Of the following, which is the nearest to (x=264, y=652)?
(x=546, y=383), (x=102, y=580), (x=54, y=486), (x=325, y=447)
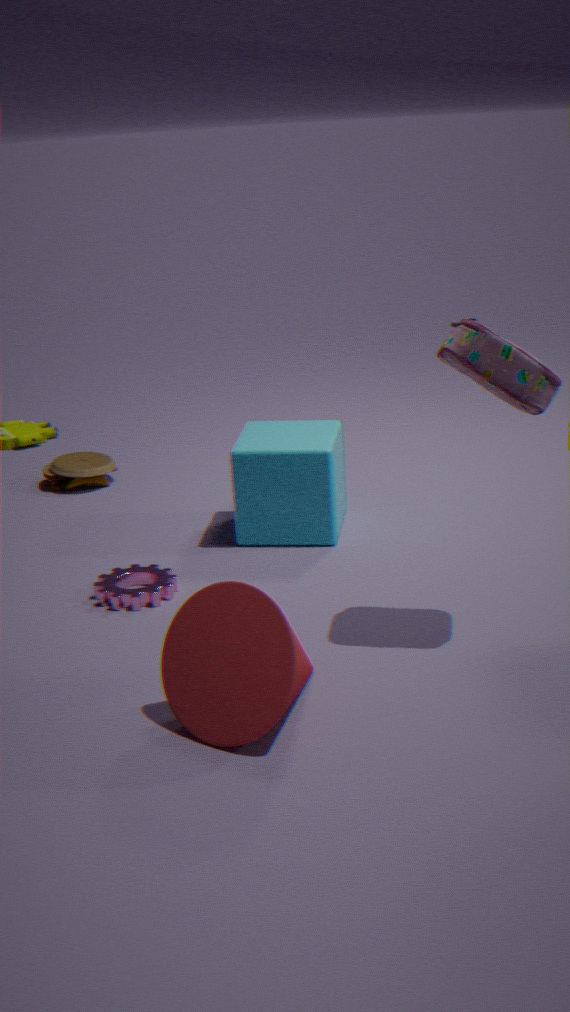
(x=102, y=580)
